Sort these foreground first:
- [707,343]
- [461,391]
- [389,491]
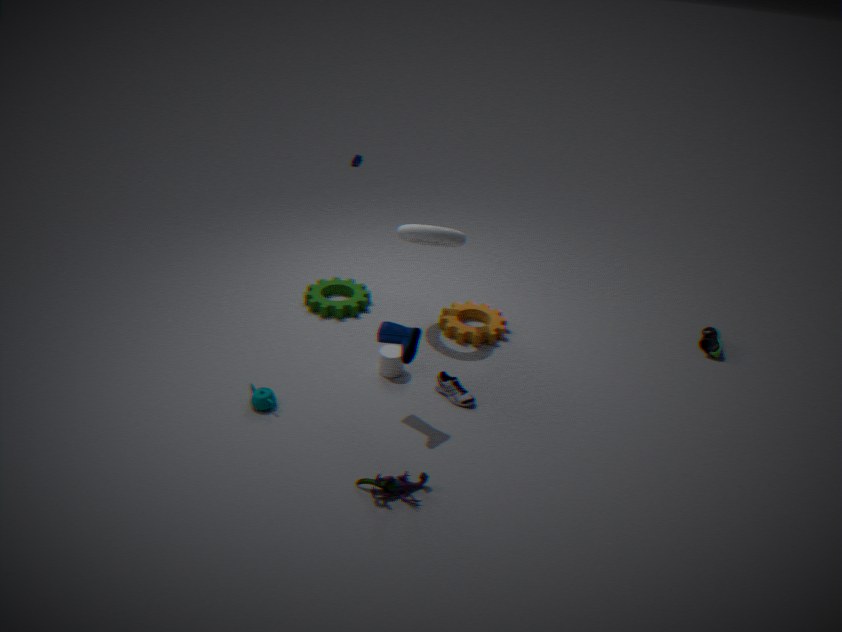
[389,491] → [461,391] → [707,343]
